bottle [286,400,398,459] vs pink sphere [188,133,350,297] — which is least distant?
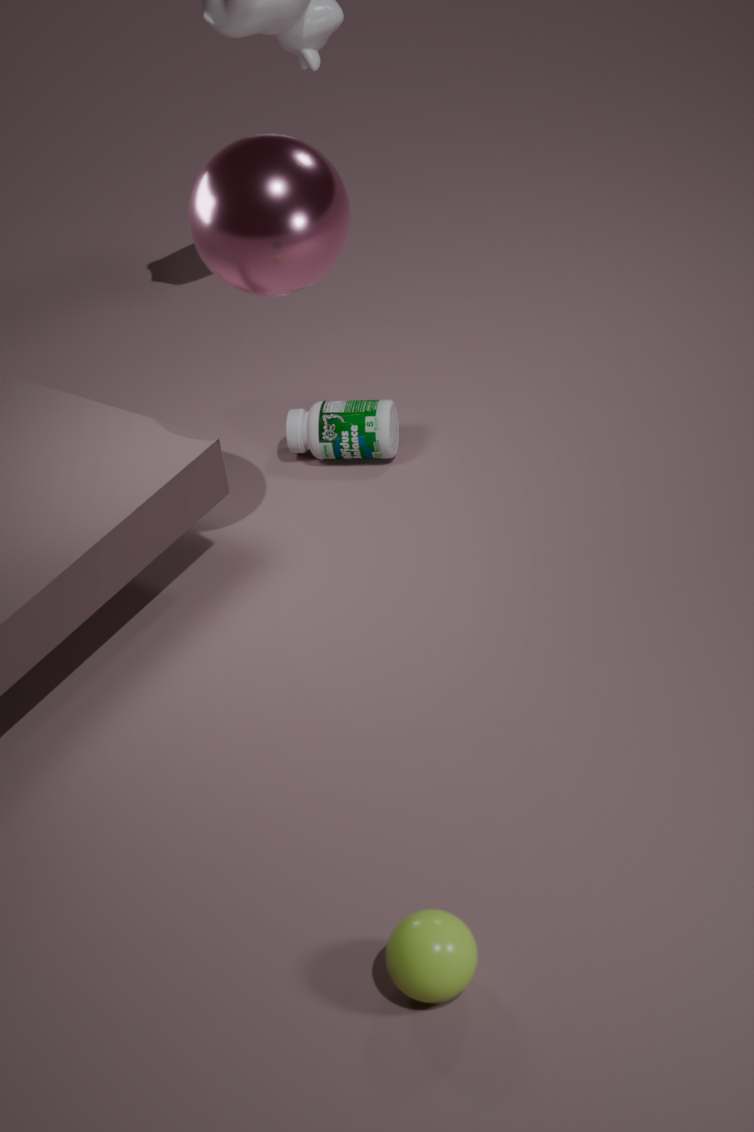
pink sphere [188,133,350,297]
